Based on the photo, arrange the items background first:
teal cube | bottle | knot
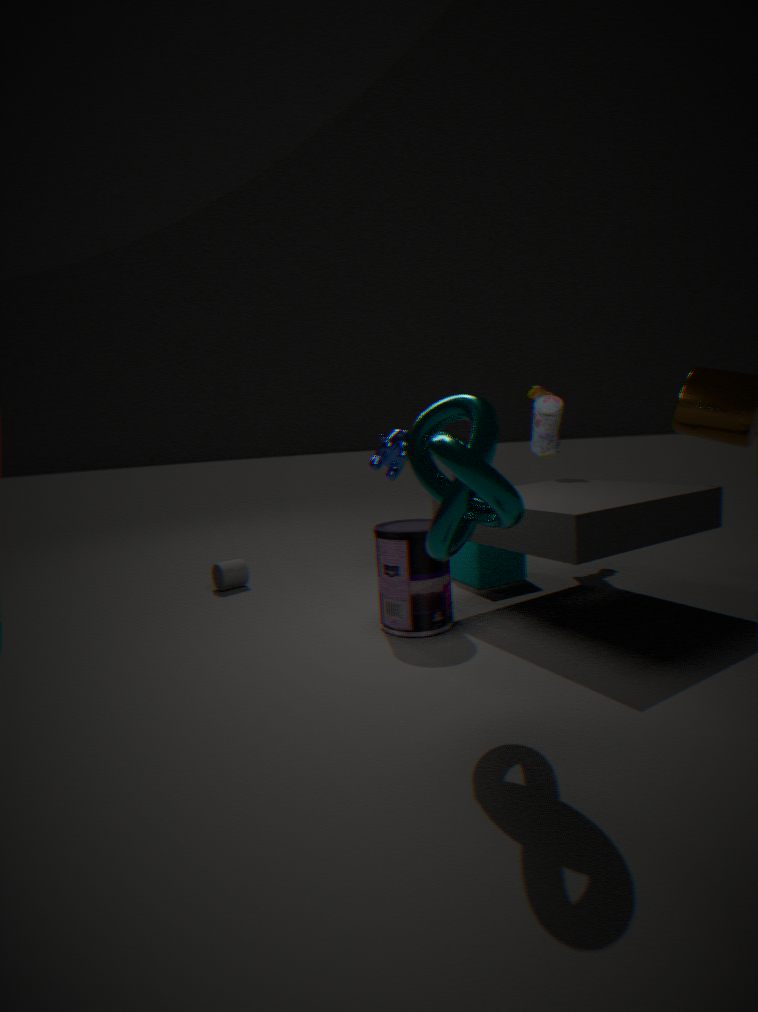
teal cube
bottle
knot
